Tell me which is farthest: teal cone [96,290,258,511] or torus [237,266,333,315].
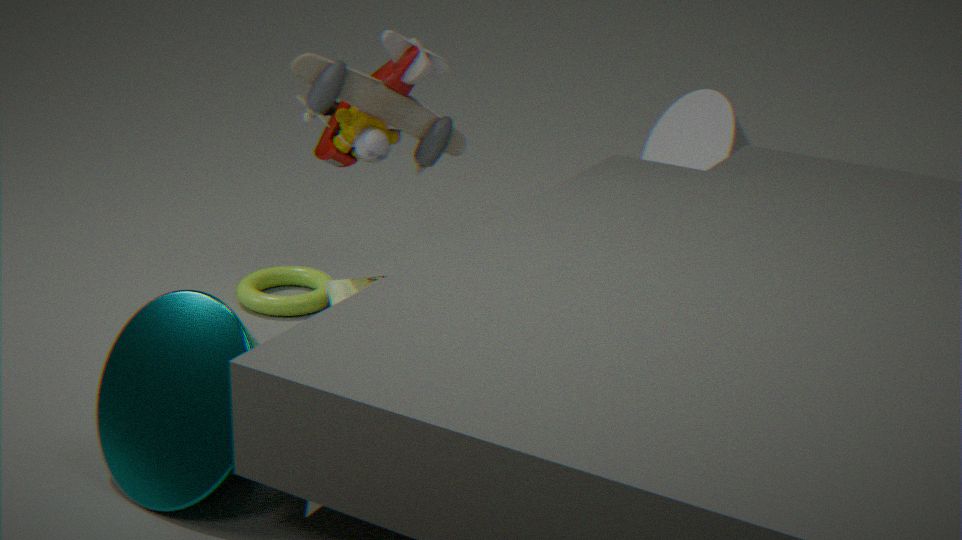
torus [237,266,333,315]
